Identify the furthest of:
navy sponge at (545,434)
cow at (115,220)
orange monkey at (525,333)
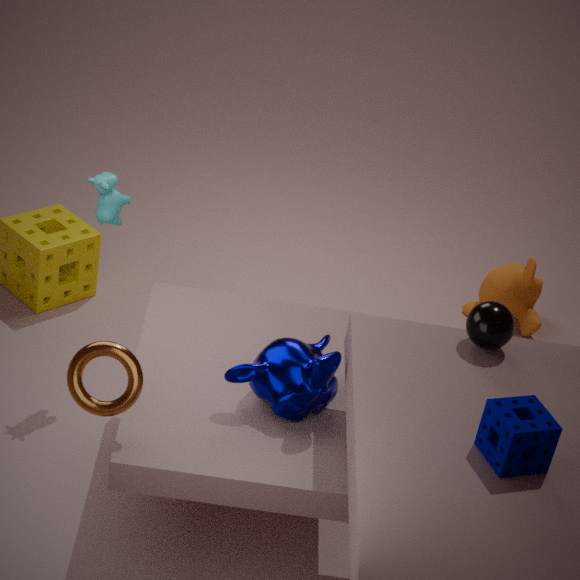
orange monkey at (525,333)
